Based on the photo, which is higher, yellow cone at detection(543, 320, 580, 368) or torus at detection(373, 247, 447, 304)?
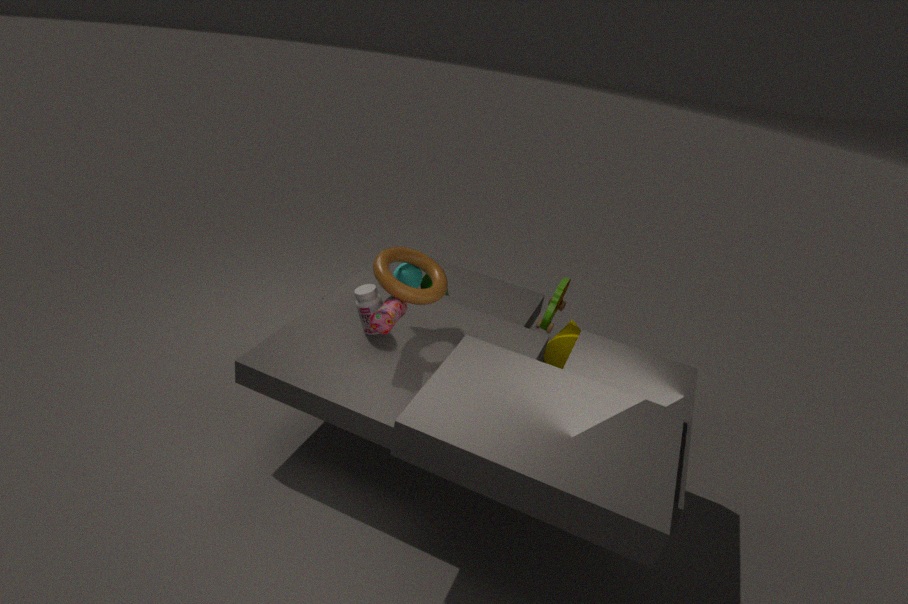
torus at detection(373, 247, 447, 304)
